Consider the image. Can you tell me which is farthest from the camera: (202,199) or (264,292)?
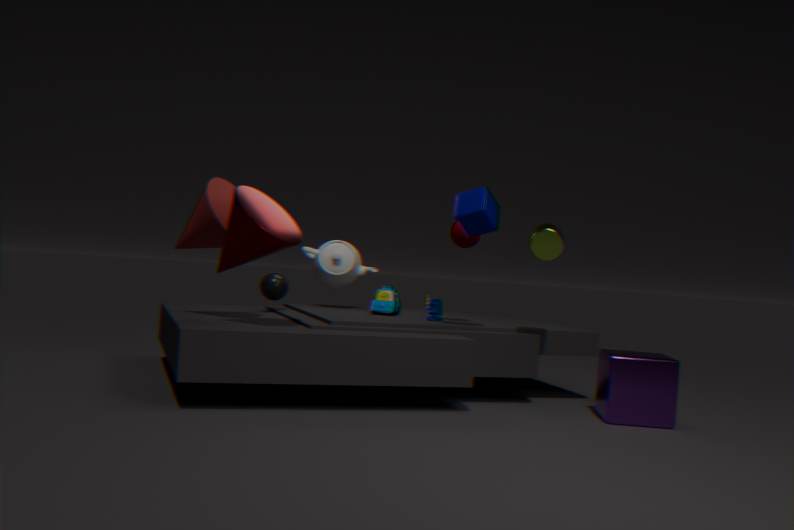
(264,292)
